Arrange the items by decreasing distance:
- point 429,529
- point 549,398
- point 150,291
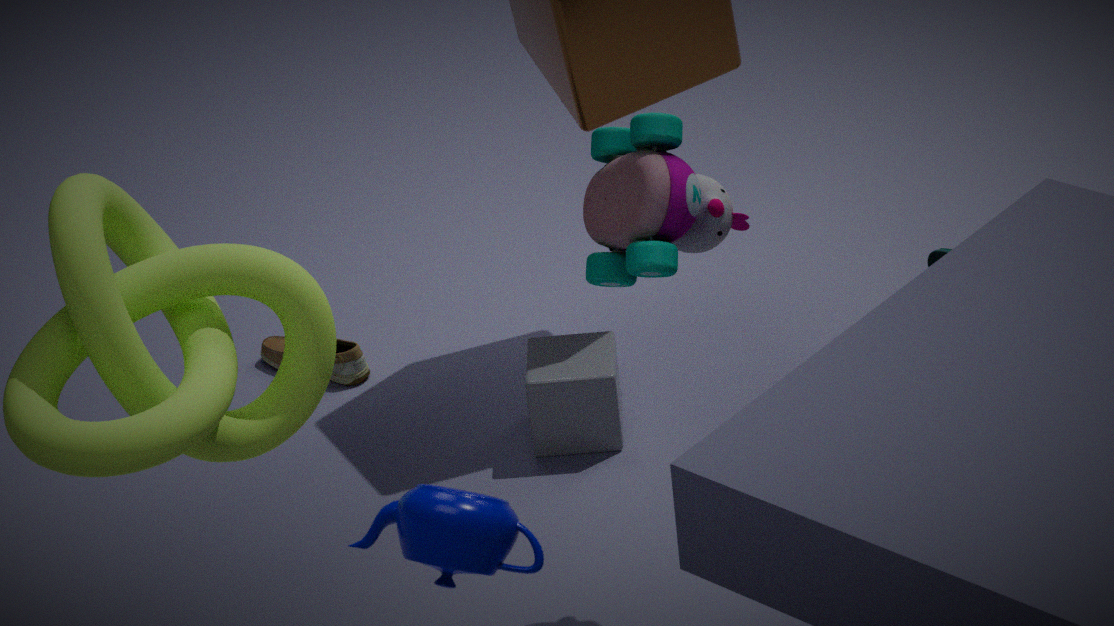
point 549,398 → point 150,291 → point 429,529
